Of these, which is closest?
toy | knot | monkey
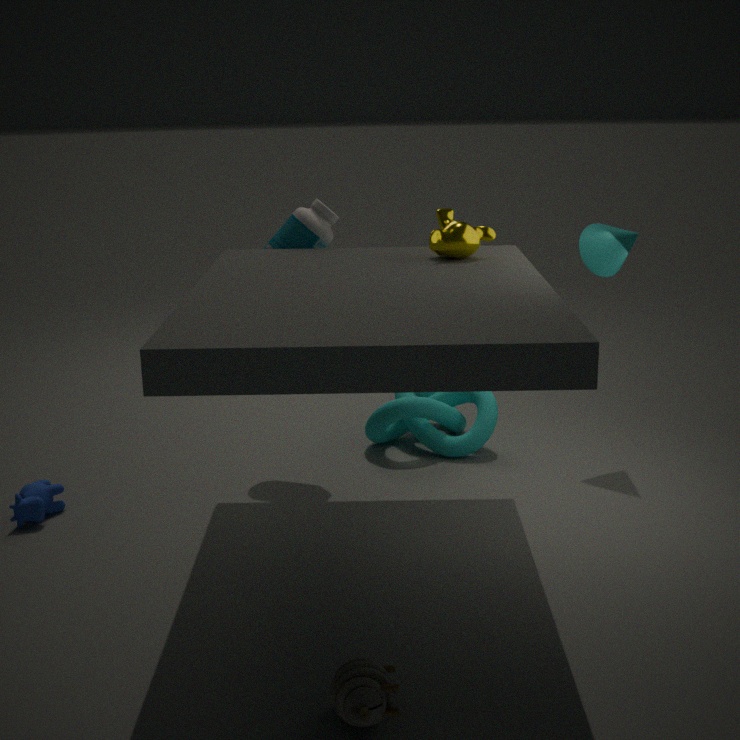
toy
